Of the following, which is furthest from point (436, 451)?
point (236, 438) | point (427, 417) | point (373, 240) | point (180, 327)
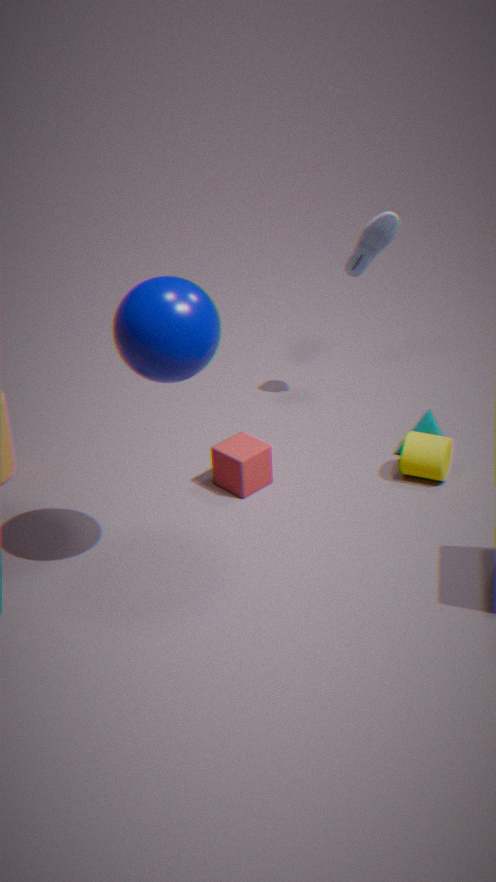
point (180, 327)
